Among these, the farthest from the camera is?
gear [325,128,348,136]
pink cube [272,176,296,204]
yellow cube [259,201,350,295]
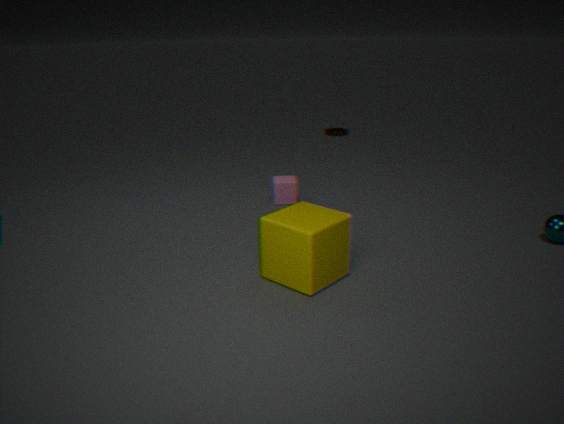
gear [325,128,348,136]
